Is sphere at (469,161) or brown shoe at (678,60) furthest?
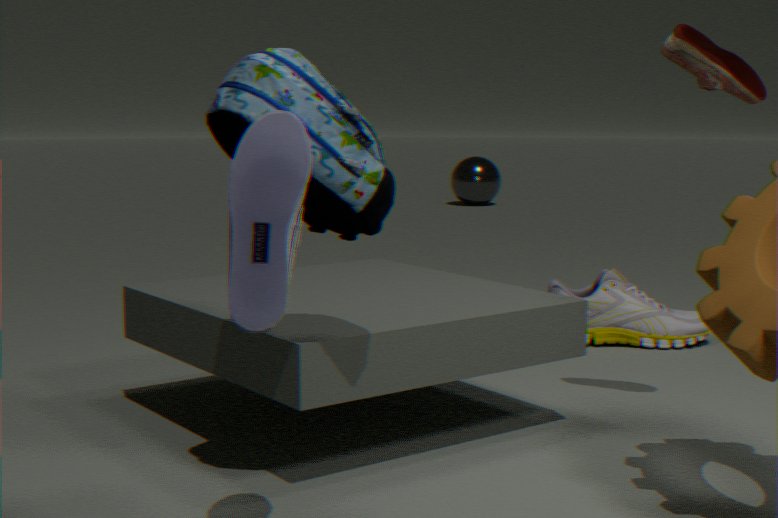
sphere at (469,161)
